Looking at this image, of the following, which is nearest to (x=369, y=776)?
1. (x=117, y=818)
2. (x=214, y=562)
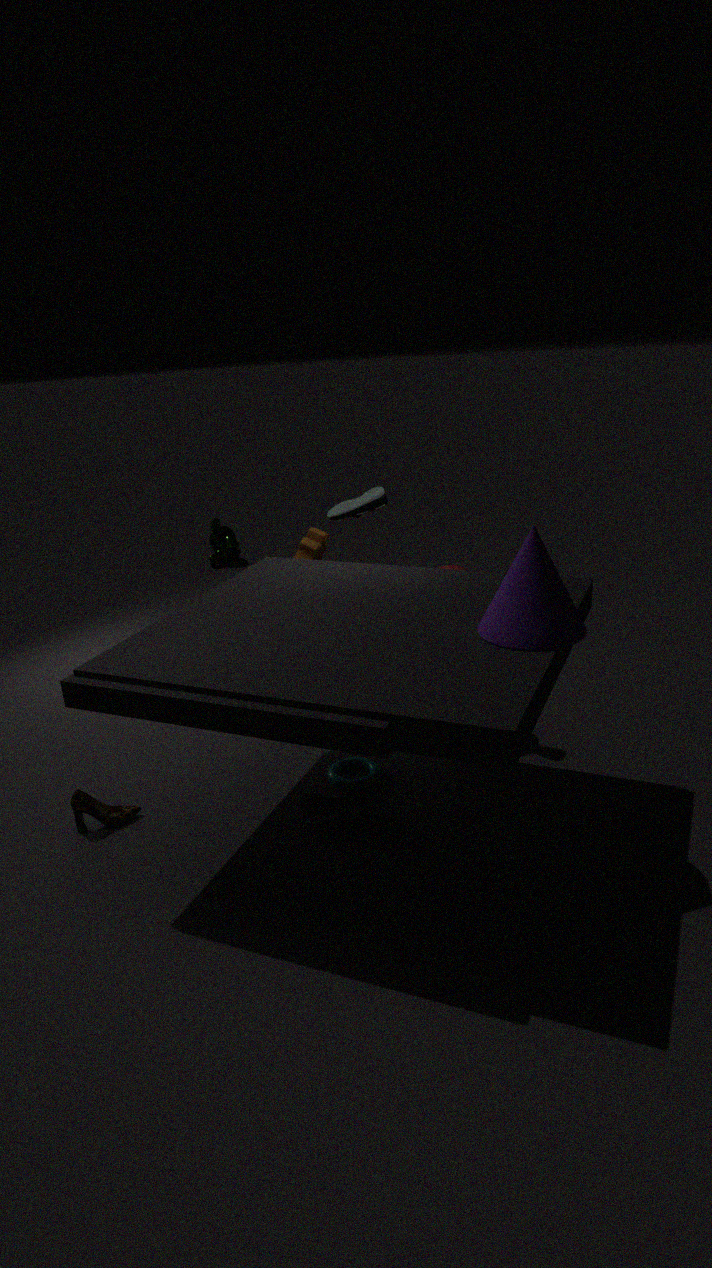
(x=117, y=818)
